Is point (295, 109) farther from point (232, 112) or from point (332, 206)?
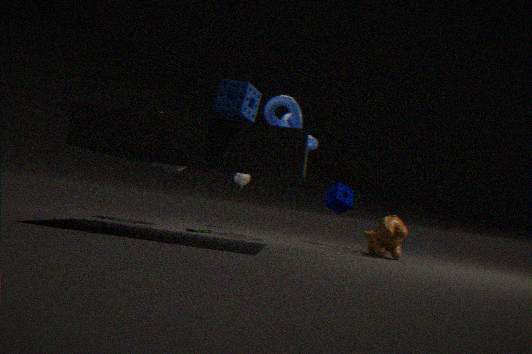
point (232, 112)
